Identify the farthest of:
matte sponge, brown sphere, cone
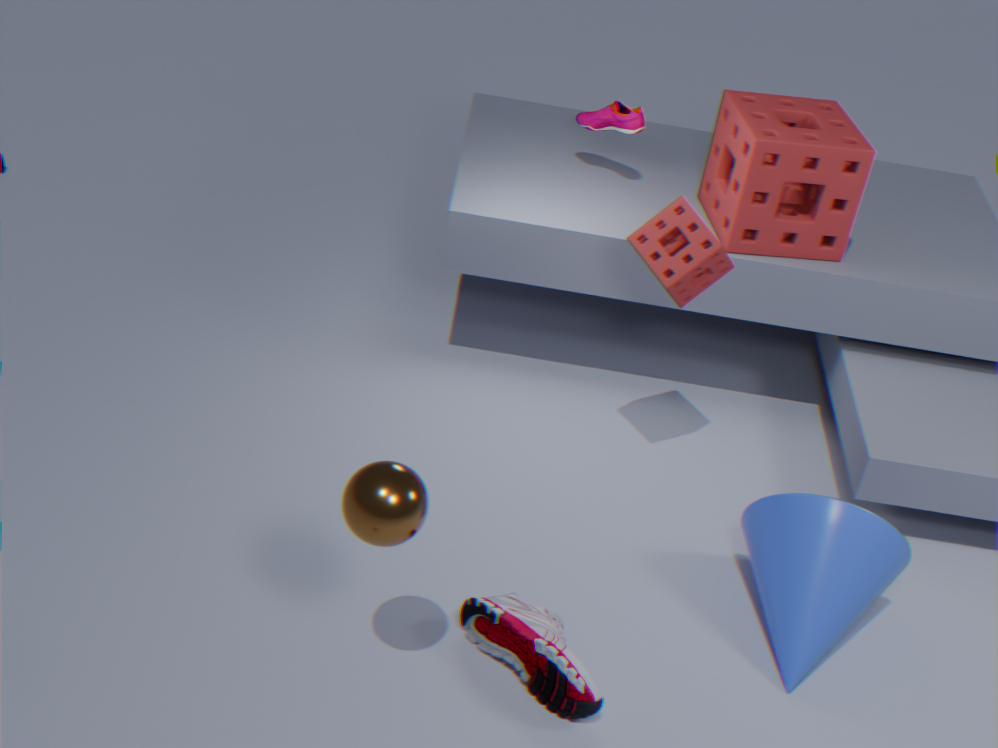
matte sponge
